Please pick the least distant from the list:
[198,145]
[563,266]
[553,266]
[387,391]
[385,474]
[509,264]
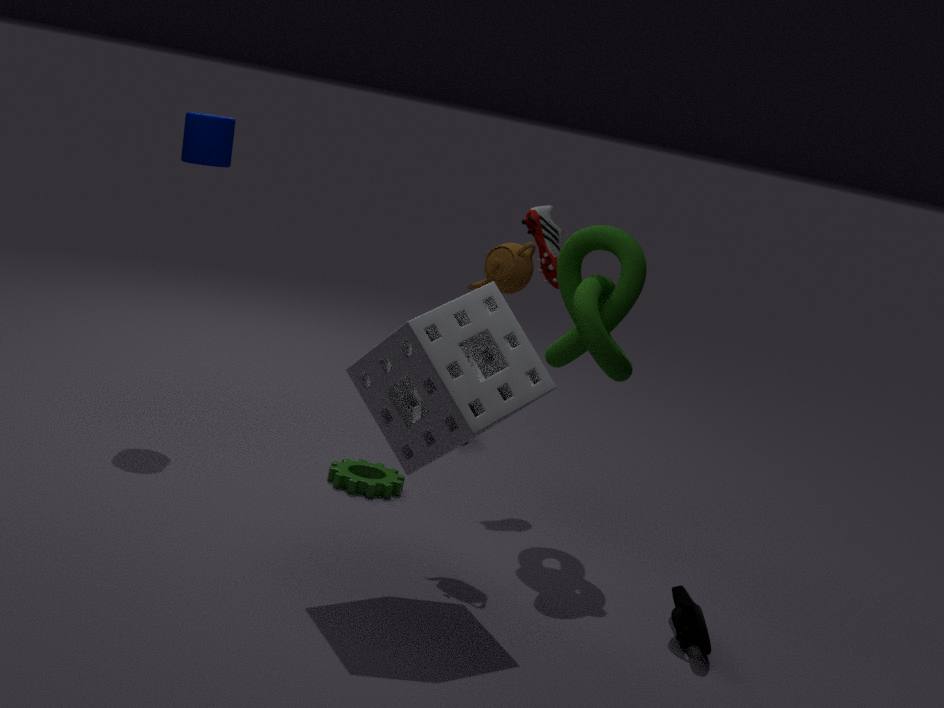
[387,391]
